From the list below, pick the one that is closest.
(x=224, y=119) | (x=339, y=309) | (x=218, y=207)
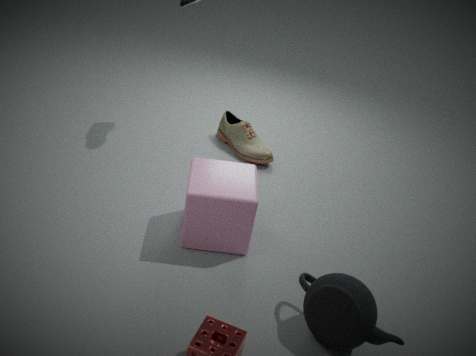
(x=339, y=309)
